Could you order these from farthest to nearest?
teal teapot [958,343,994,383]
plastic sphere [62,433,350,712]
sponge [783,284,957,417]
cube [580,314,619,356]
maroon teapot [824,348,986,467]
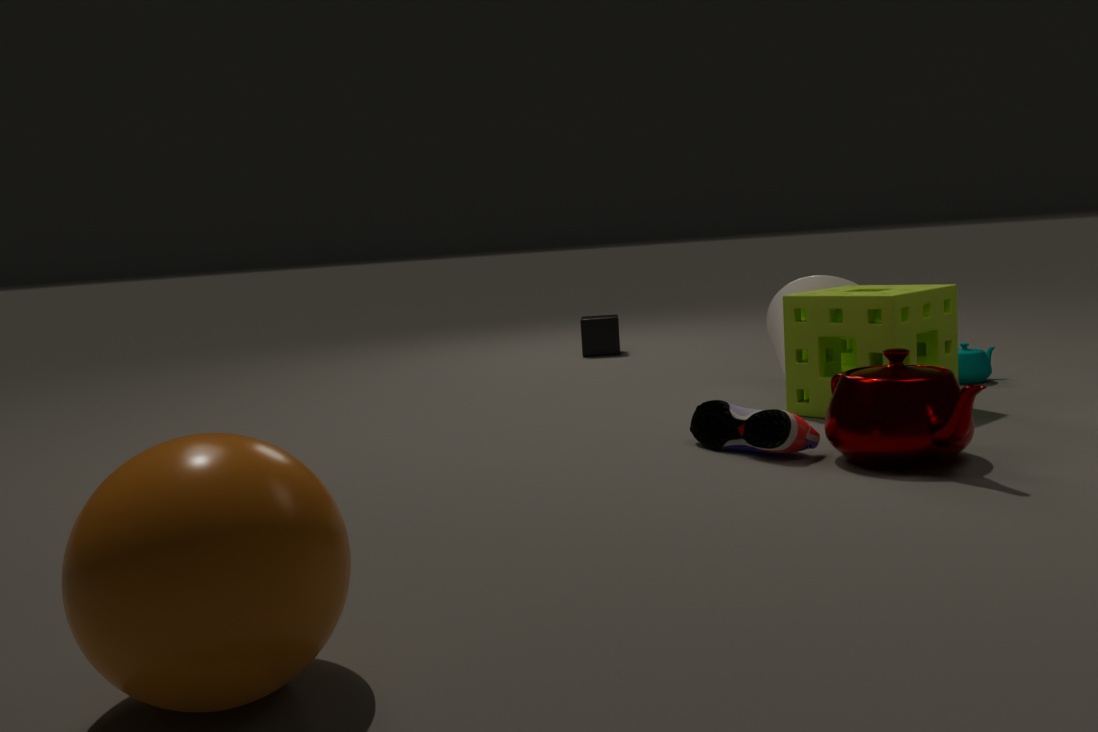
cube [580,314,619,356], teal teapot [958,343,994,383], sponge [783,284,957,417], maroon teapot [824,348,986,467], plastic sphere [62,433,350,712]
